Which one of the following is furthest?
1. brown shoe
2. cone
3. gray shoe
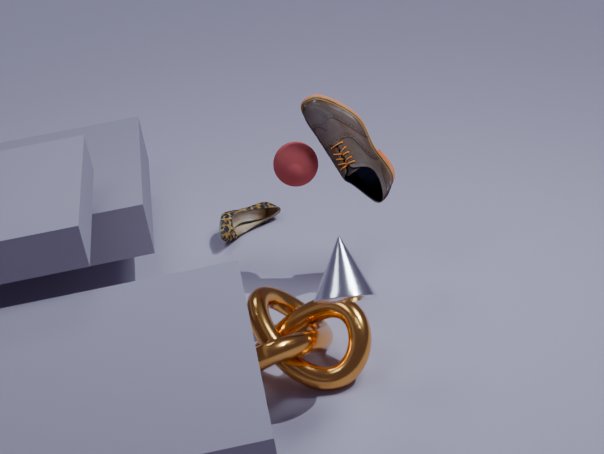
brown shoe
